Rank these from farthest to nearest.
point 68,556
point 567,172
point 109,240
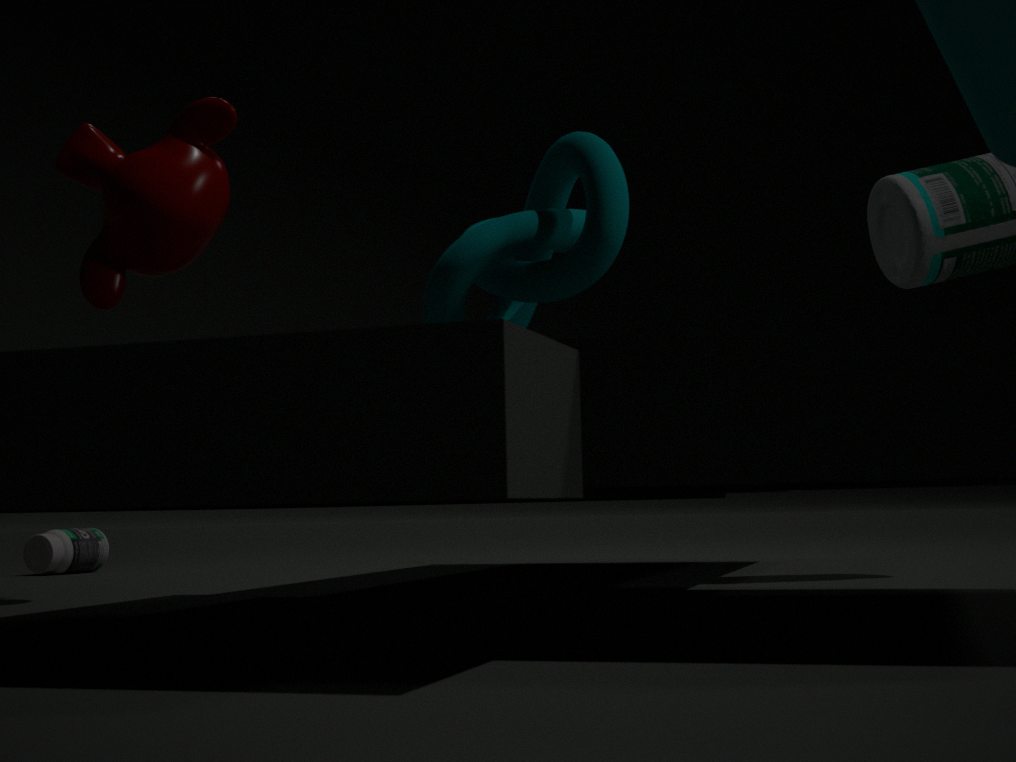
point 68,556
point 109,240
point 567,172
